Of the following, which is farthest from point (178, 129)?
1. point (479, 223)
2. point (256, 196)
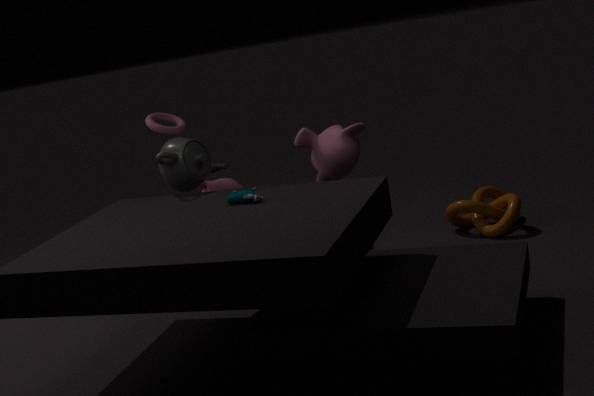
point (479, 223)
